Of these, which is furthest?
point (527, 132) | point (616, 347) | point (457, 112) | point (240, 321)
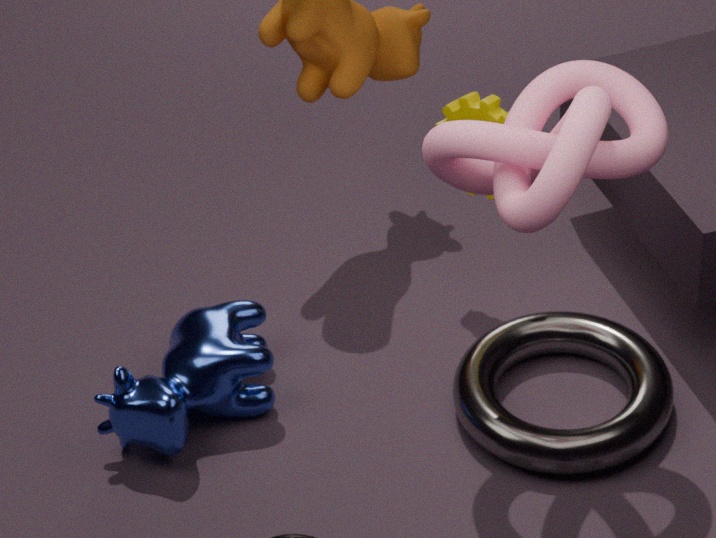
point (457, 112)
